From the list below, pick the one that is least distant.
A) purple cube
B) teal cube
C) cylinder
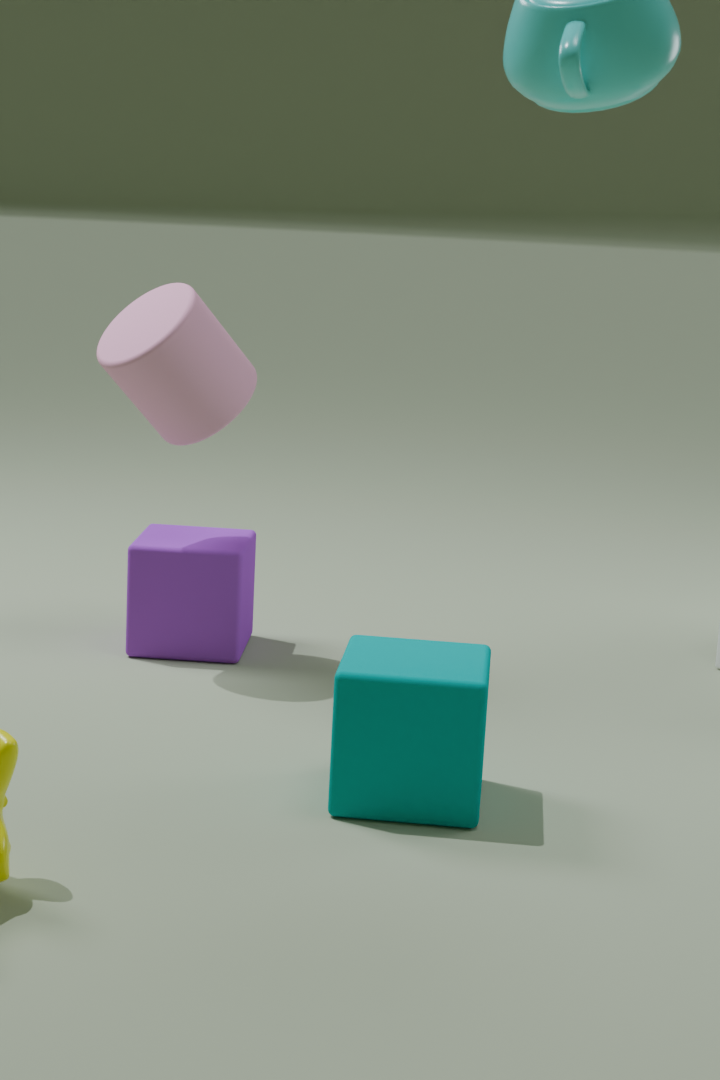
B. teal cube
